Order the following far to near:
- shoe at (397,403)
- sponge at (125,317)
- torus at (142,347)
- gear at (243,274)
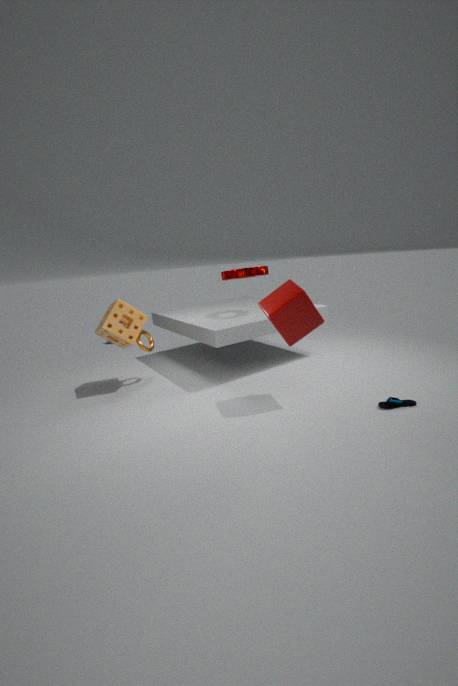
gear at (243,274)
torus at (142,347)
sponge at (125,317)
shoe at (397,403)
